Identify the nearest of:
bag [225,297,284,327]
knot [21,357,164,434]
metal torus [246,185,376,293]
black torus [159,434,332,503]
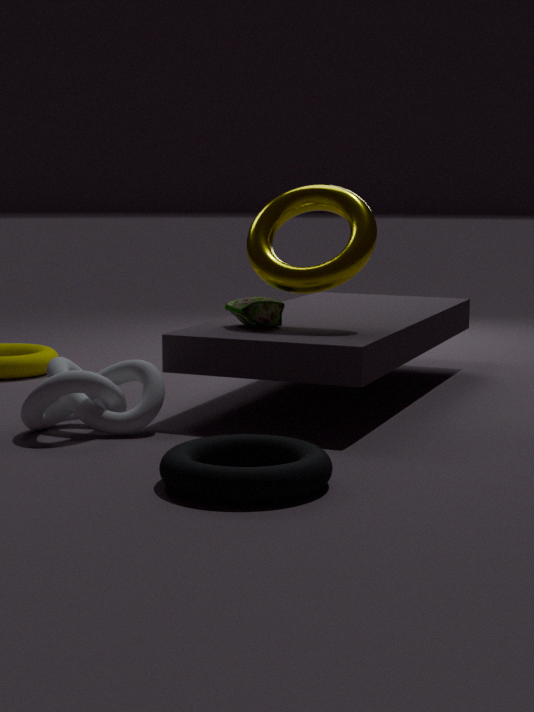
black torus [159,434,332,503]
